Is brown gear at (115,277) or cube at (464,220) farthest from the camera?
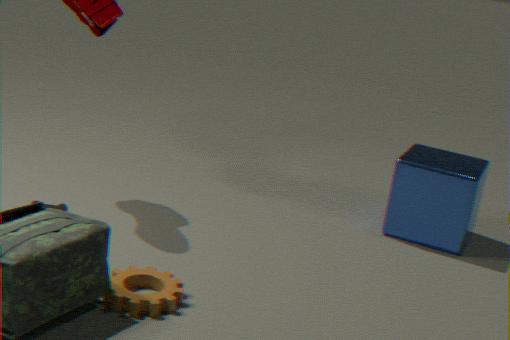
cube at (464,220)
